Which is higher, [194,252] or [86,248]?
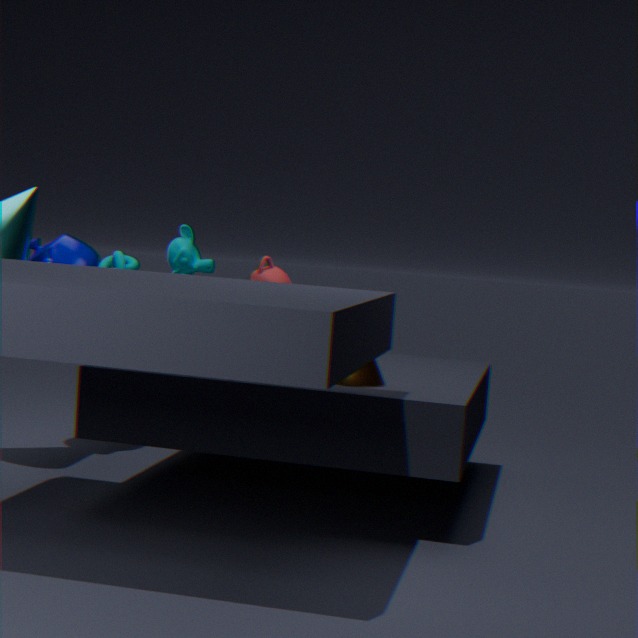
[194,252]
